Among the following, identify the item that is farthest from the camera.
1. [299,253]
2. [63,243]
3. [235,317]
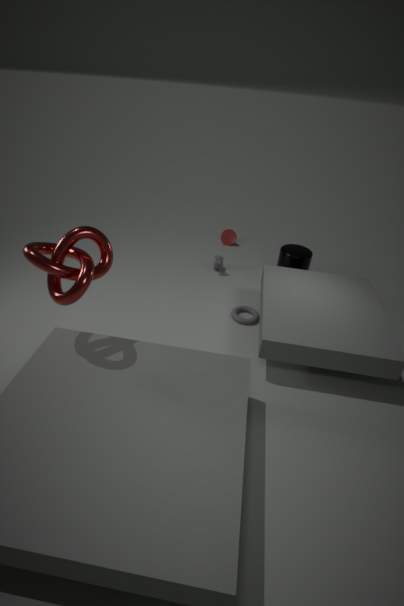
[299,253]
